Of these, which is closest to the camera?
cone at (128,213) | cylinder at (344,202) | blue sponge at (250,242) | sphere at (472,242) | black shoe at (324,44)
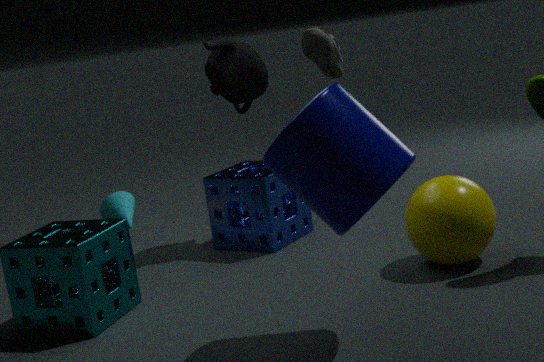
black shoe at (324,44)
